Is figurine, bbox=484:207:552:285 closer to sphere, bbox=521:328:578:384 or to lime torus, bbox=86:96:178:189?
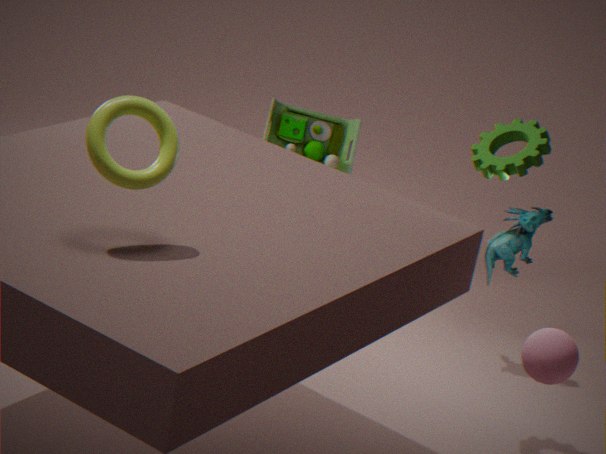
sphere, bbox=521:328:578:384
